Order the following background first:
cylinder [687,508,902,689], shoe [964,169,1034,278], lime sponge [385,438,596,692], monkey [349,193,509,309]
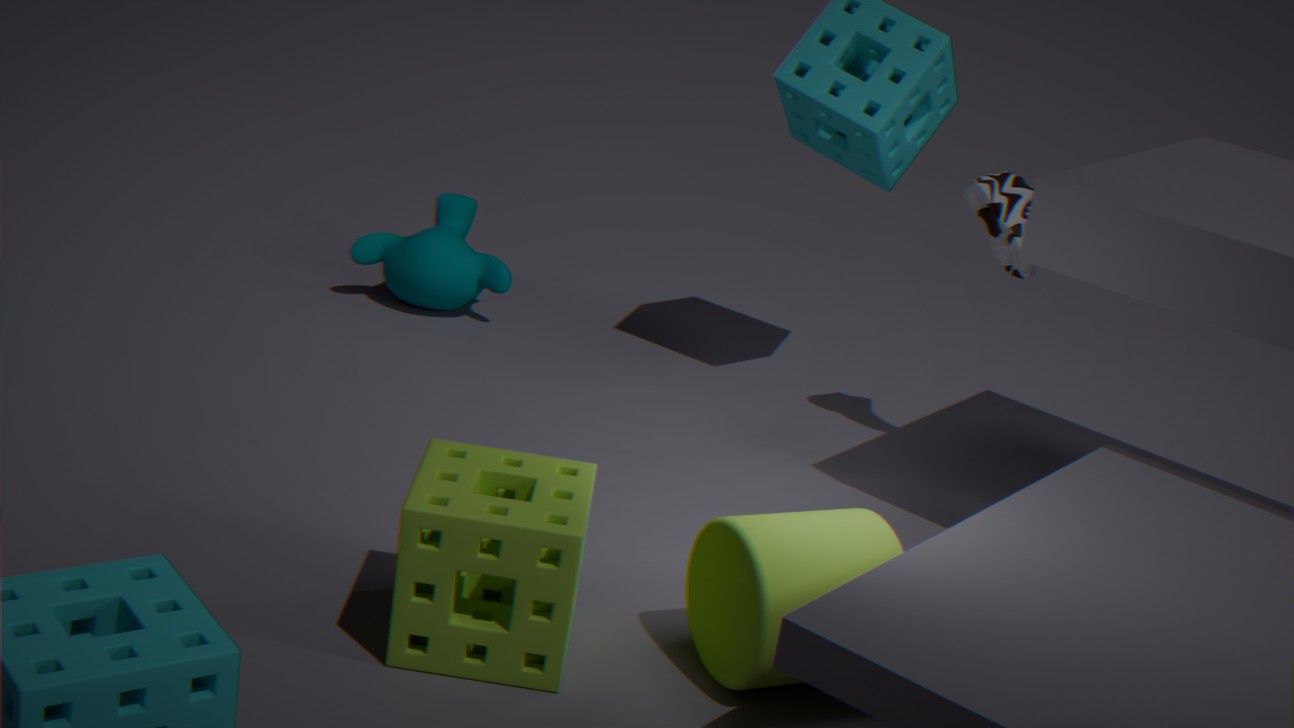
monkey [349,193,509,309]
shoe [964,169,1034,278]
cylinder [687,508,902,689]
lime sponge [385,438,596,692]
